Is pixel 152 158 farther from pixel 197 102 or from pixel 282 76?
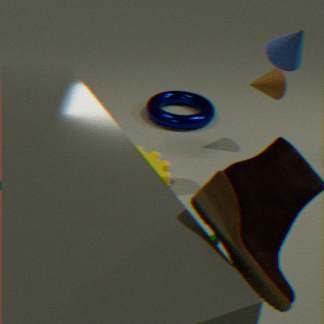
pixel 282 76
